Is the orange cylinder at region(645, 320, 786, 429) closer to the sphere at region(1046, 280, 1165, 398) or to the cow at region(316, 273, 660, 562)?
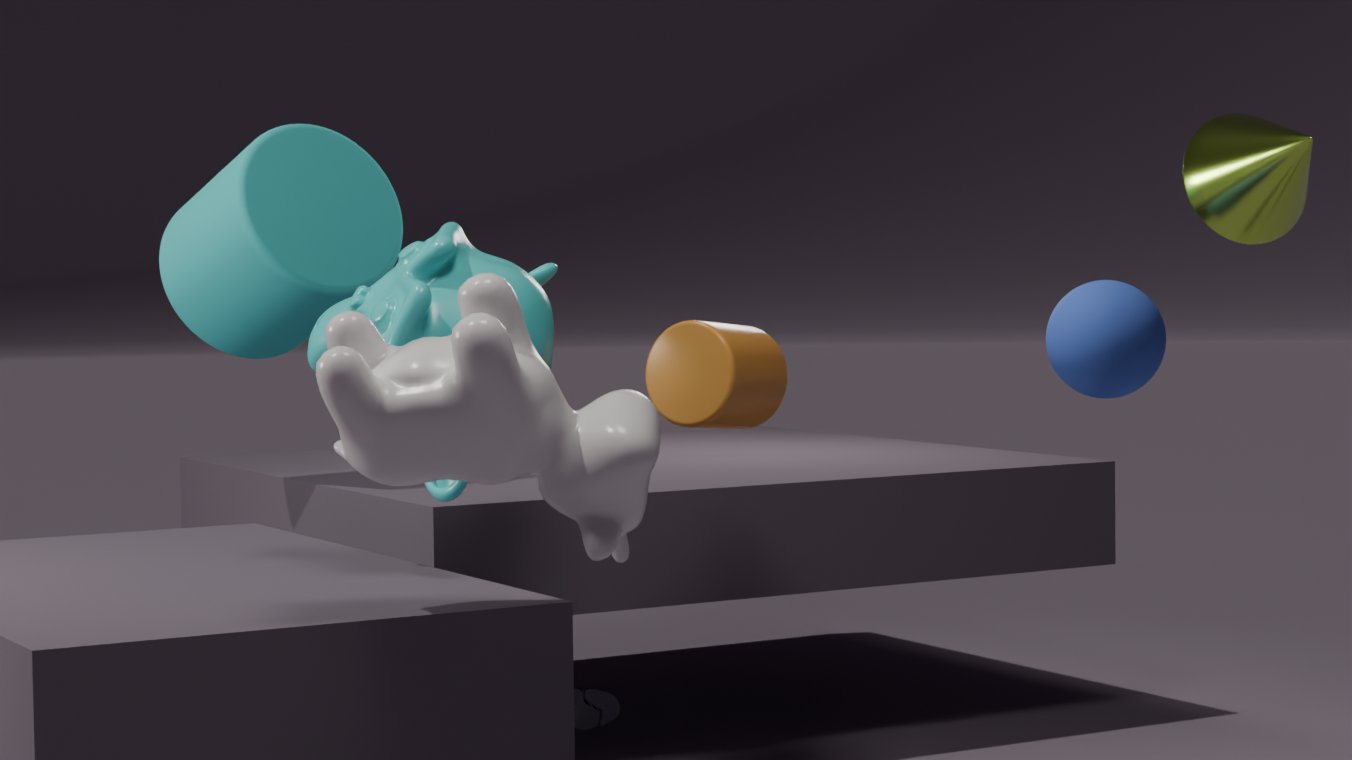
the cow at region(316, 273, 660, 562)
